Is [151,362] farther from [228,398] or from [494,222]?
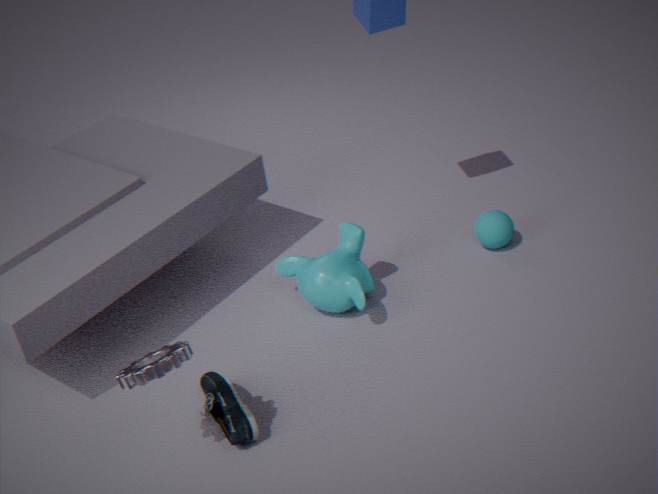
[494,222]
